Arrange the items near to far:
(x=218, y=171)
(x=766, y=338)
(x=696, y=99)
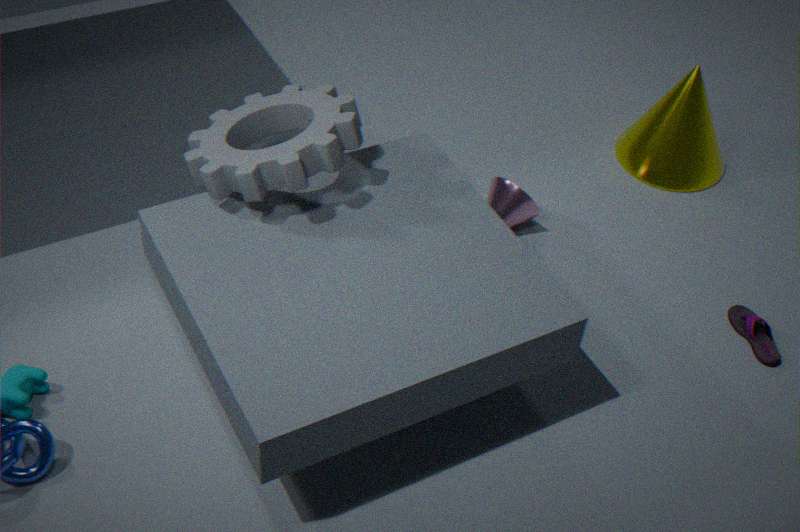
1. (x=218, y=171)
2. (x=766, y=338)
3. (x=696, y=99)
